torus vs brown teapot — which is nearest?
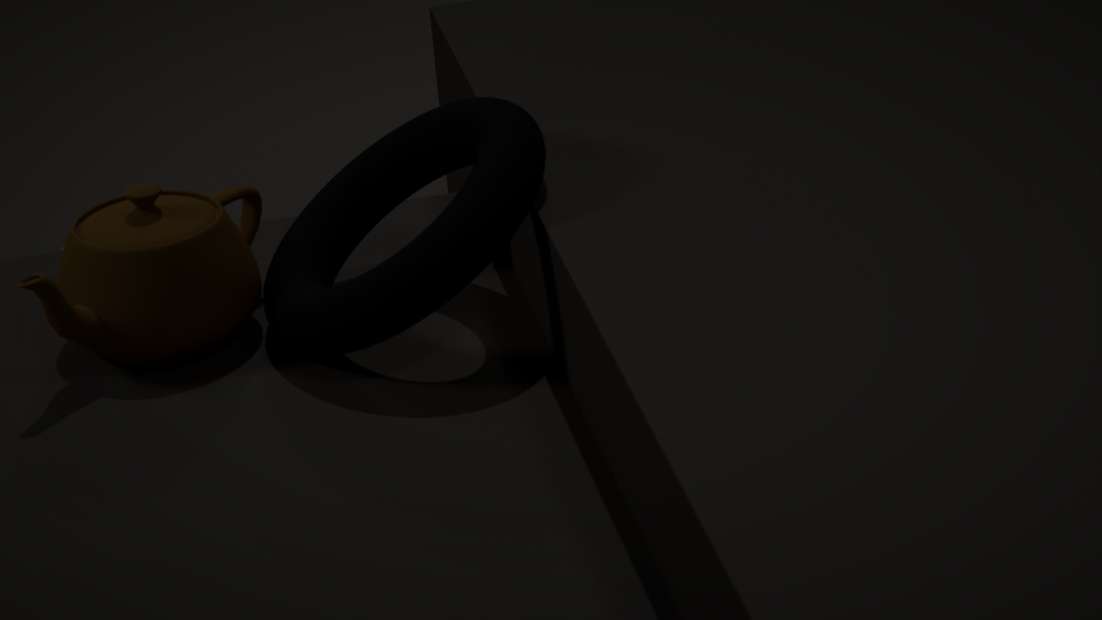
torus
